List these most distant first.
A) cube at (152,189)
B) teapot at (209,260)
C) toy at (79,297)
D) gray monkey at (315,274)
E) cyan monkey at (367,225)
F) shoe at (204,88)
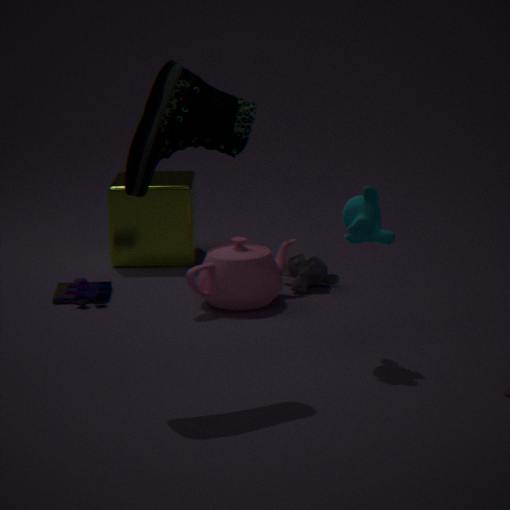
cube at (152,189) < gray monkey at (315,274) < toy at (79,297) < teapot at (209,260) < cyan monkey at (367,225) < shoe at (204,88)
